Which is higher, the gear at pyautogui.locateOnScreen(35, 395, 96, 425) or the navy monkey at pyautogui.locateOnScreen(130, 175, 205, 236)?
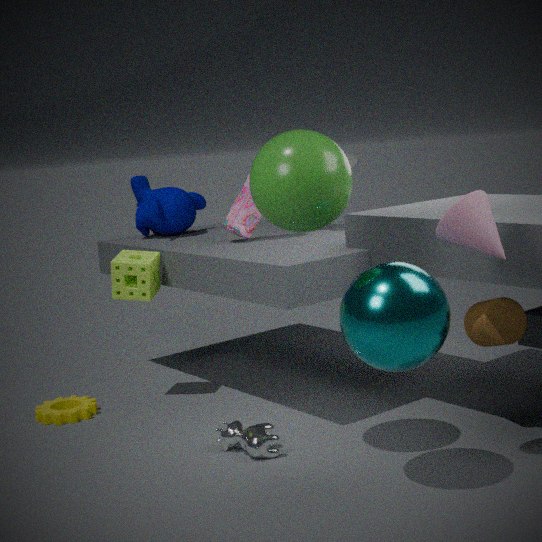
the navy monkey at pyautogui.locateOnScreen(130, 175, 205, 236)
